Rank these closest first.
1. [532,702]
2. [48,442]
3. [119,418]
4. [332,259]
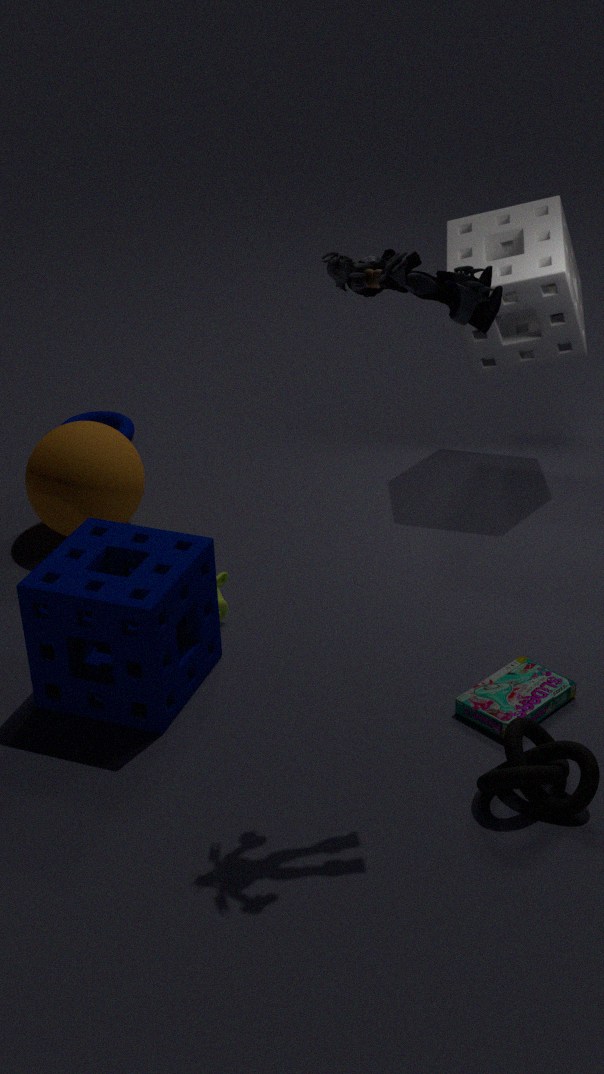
[332,259] → [532,702] → [48,442] → [119,418]
